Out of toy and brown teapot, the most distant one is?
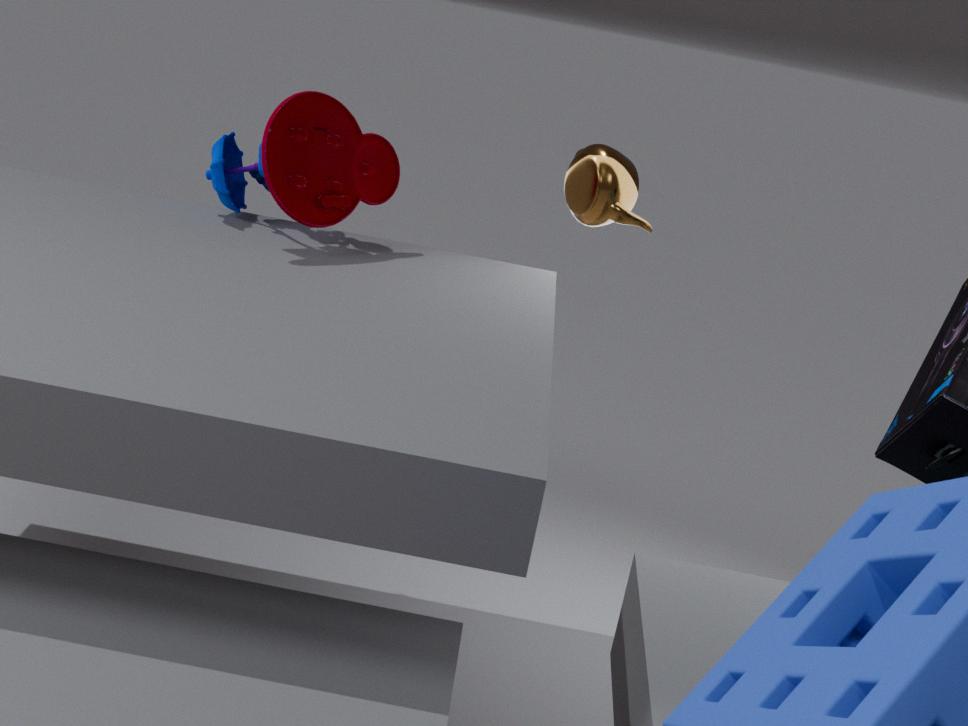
brown teapot
